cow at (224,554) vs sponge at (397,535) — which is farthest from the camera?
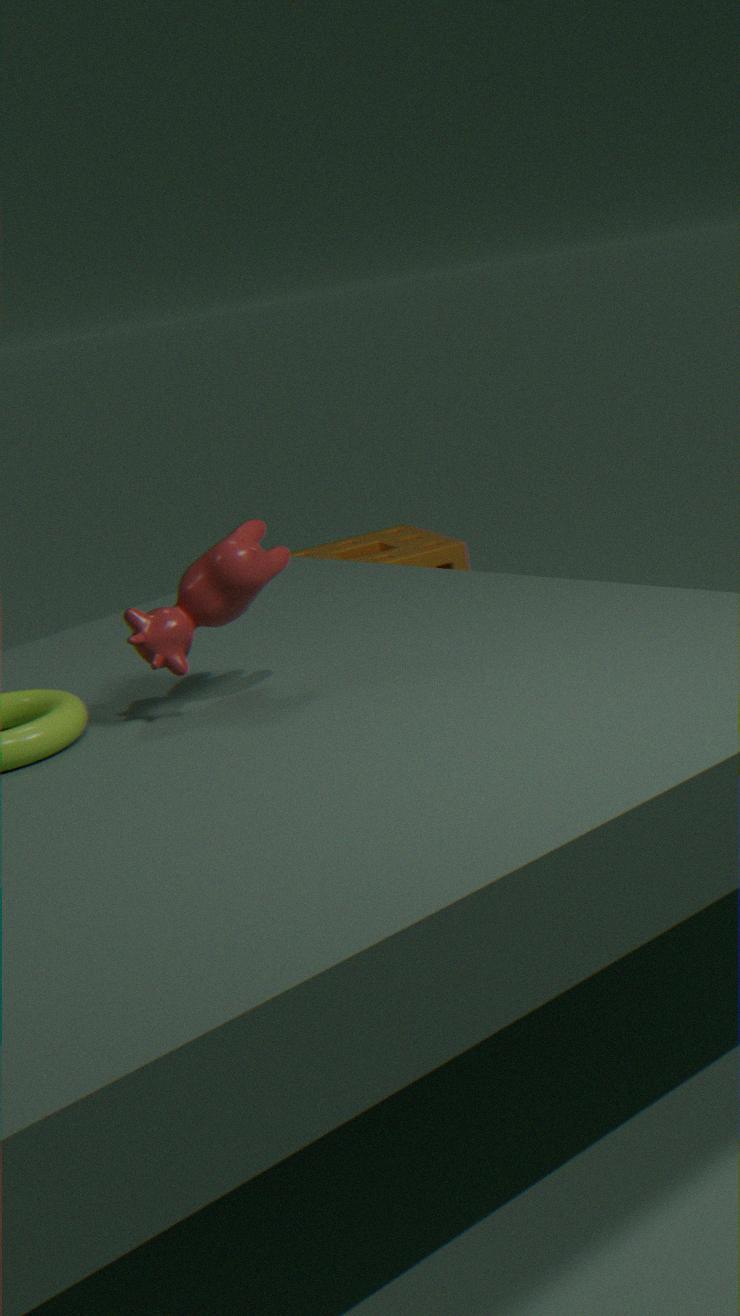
sponge at (397,535)
